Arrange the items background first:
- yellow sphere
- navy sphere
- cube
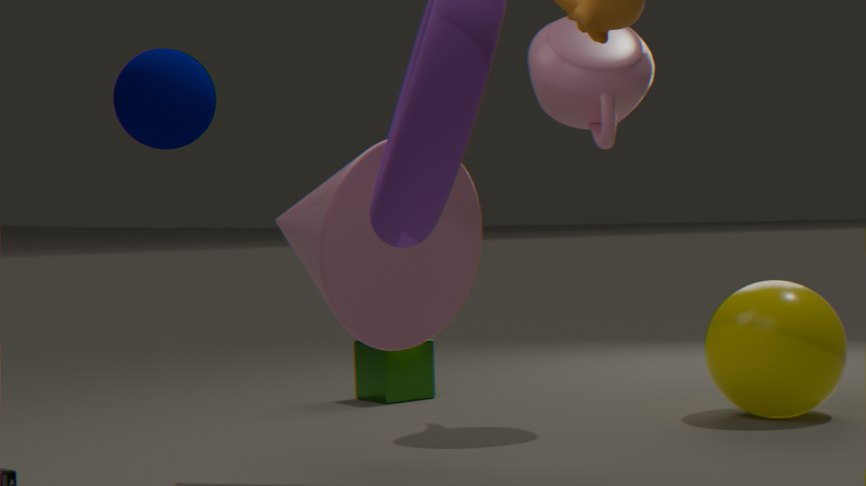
cube, yellow sphere, navy sphere
